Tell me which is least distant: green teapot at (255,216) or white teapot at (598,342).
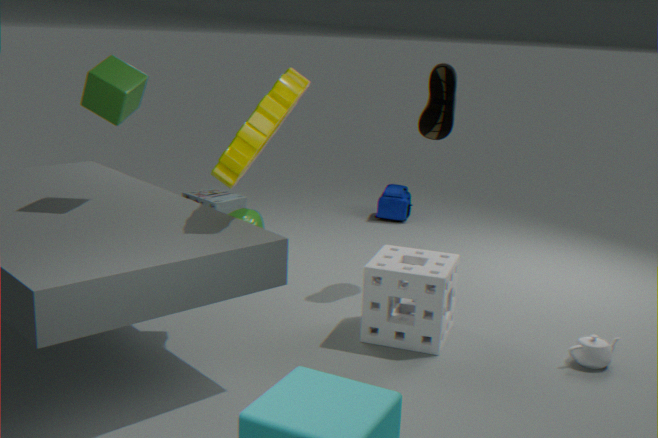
white teapot at (598,342)
